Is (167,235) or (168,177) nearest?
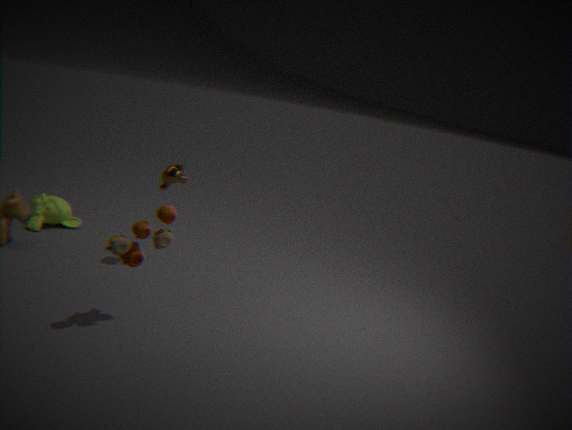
(167,235)
